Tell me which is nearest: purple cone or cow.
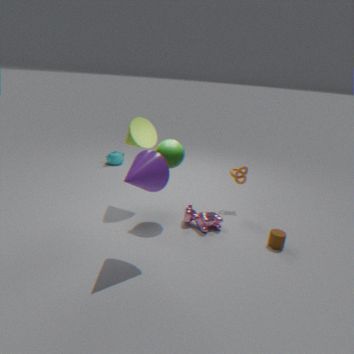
purple cone
